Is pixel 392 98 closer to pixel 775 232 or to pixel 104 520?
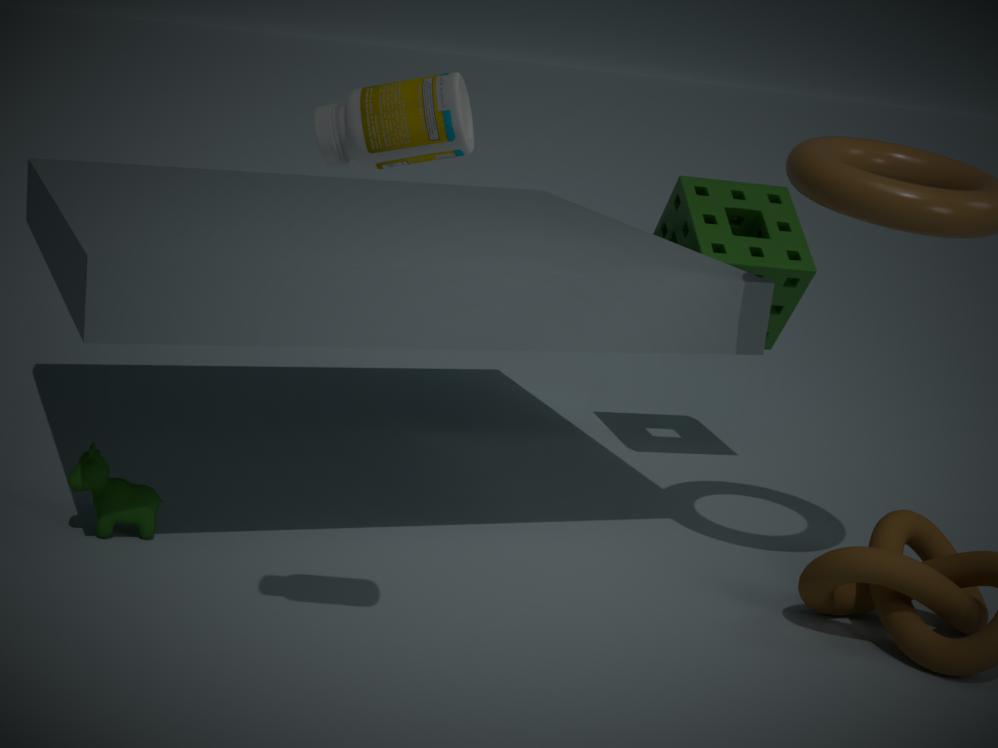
pixel 104 520
